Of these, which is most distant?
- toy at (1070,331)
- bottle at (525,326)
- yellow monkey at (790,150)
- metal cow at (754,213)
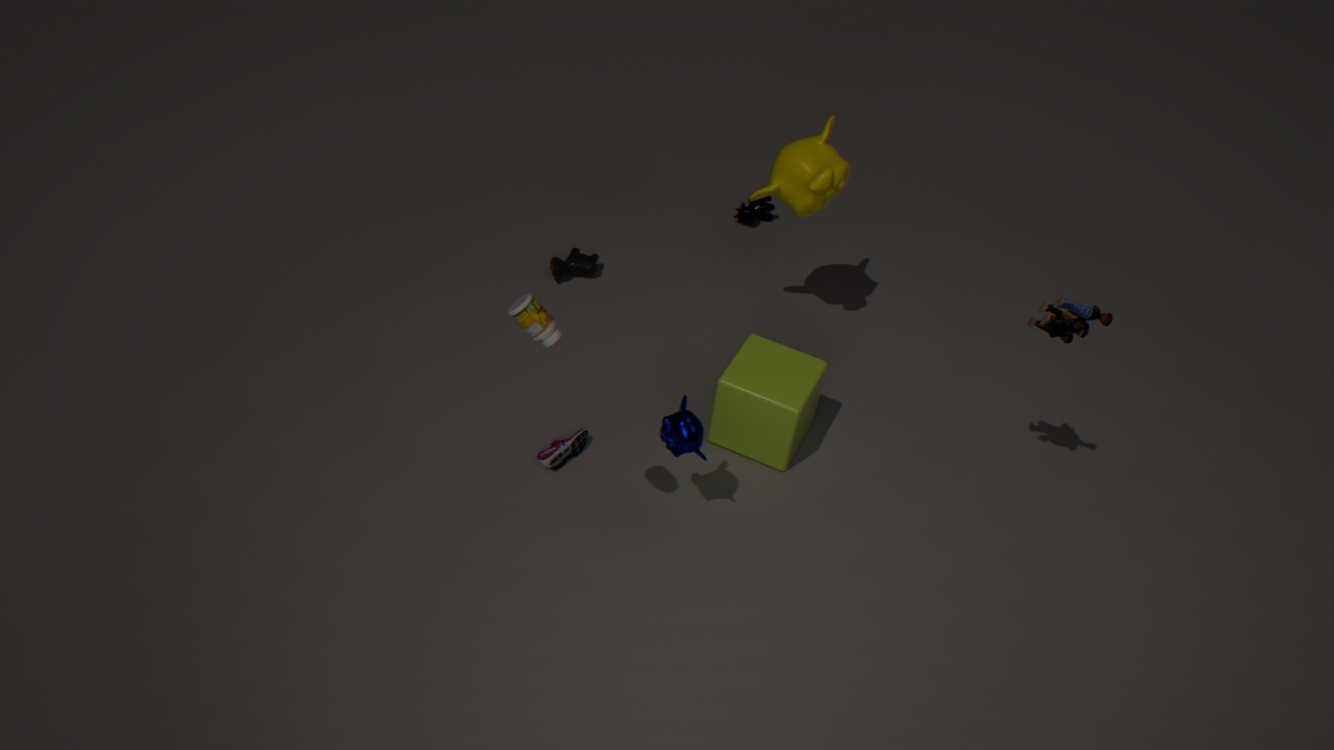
metal cow at (754,213)
